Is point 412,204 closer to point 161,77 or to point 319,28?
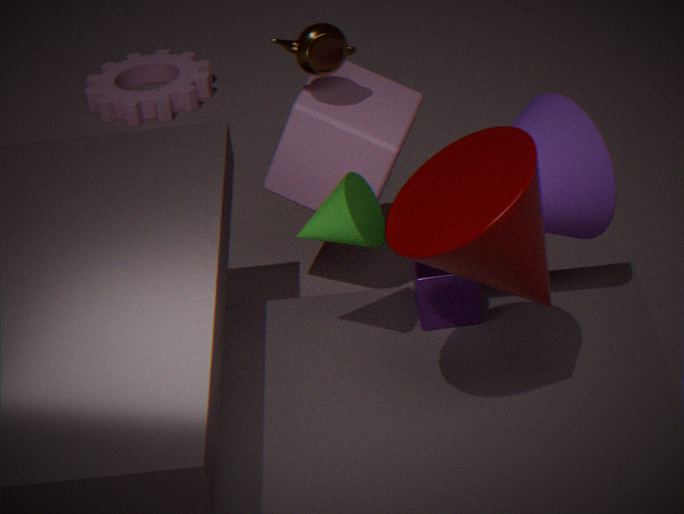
point 319,28
